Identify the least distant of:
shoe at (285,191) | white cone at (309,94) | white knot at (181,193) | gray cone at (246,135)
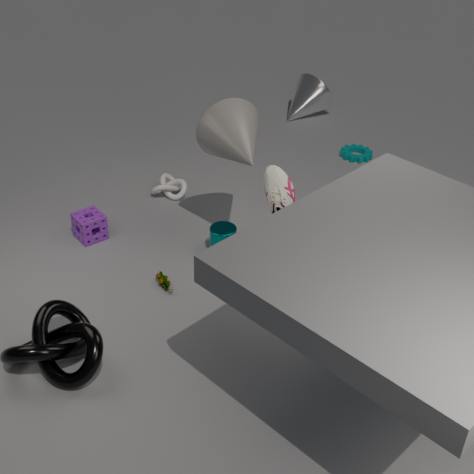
shoe at (285,191)
